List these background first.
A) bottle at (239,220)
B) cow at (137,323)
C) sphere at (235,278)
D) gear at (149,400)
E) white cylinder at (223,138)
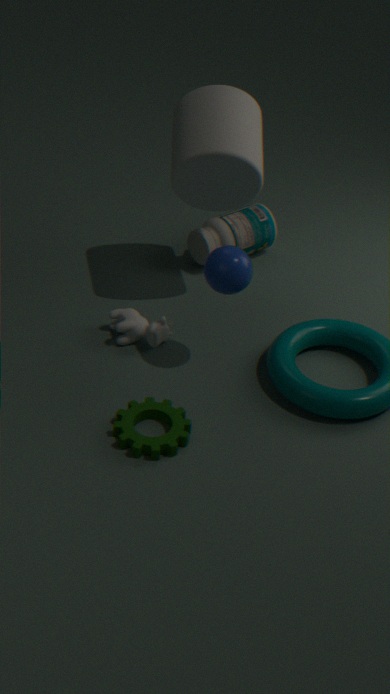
bottle at (239,220), cow at (137,323), white cylinder at (223,138), sphere at (235,278), gear at (149,400)
